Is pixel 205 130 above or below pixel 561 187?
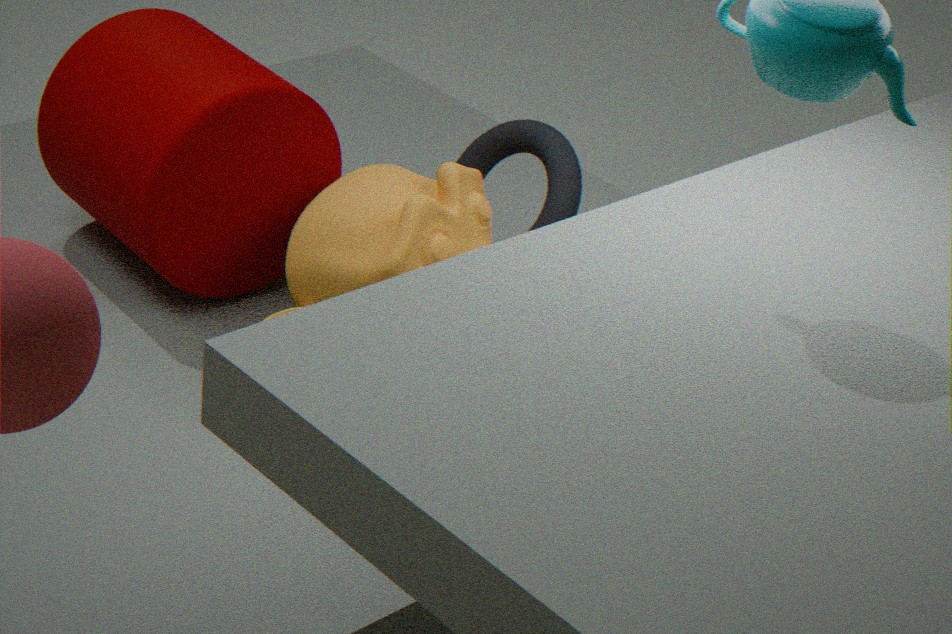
Result: above
